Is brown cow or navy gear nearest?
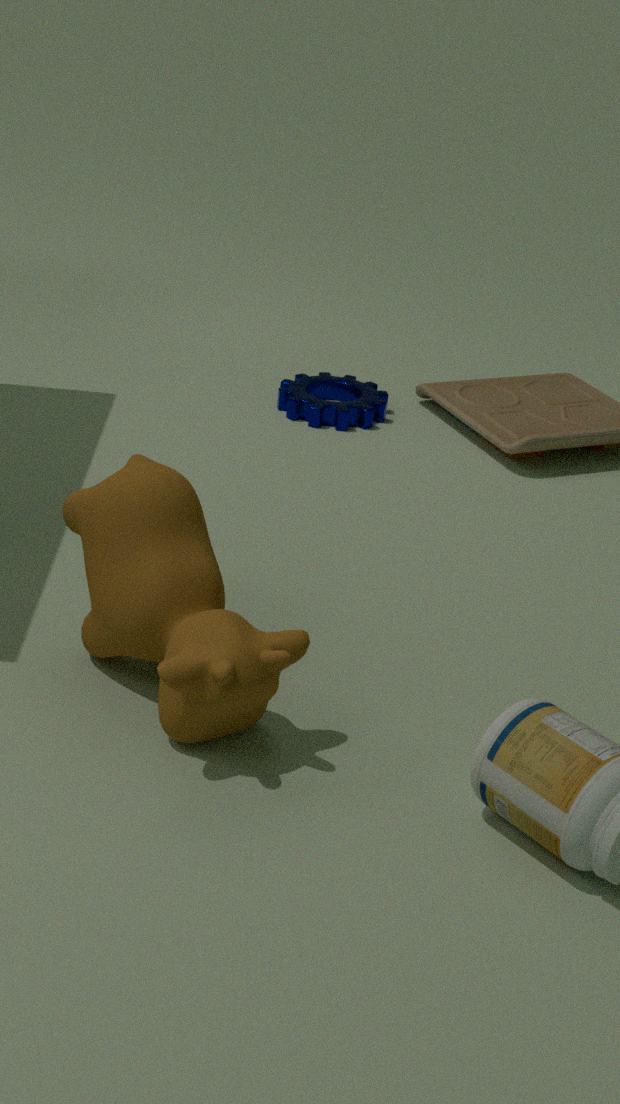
brown cow
